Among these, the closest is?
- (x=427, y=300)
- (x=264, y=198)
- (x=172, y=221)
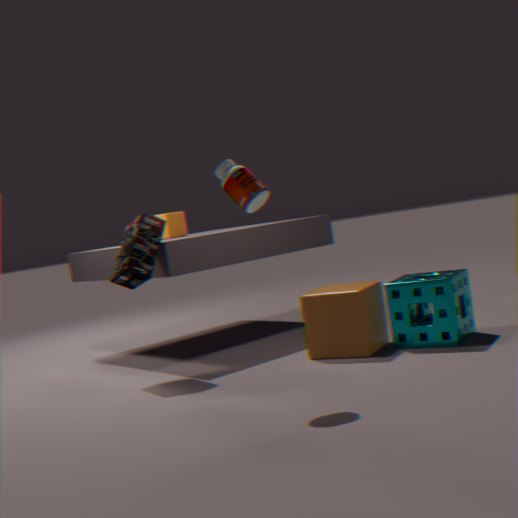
Result: (x=264, y=198)
